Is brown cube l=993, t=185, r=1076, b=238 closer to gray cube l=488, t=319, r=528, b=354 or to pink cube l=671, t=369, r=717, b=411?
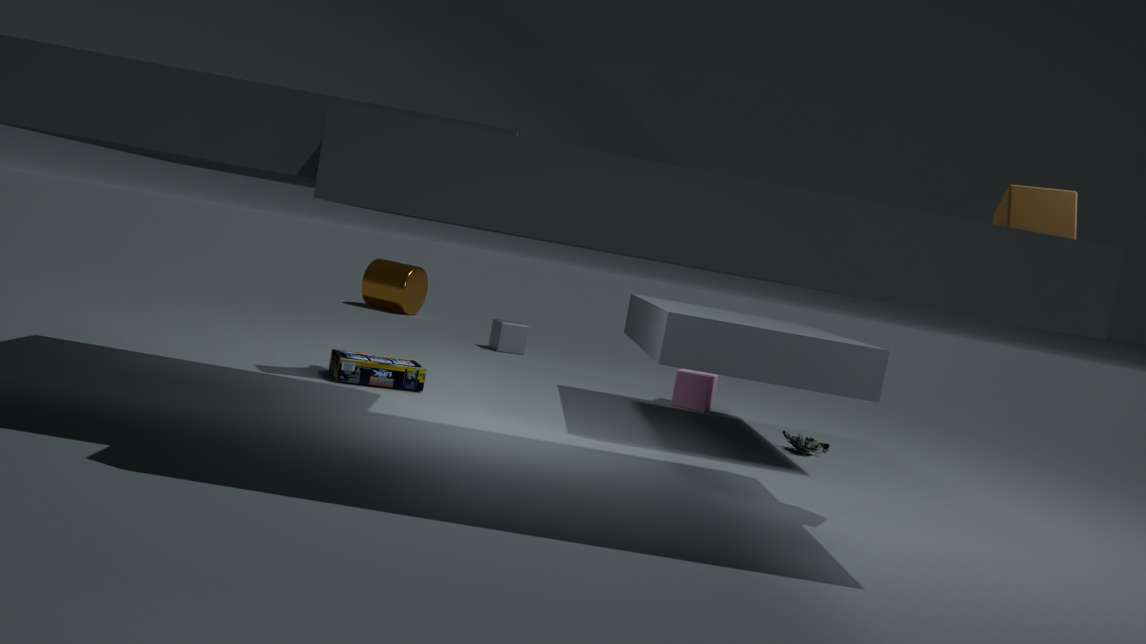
pink cube l=671, t=369, r=717, b=411
